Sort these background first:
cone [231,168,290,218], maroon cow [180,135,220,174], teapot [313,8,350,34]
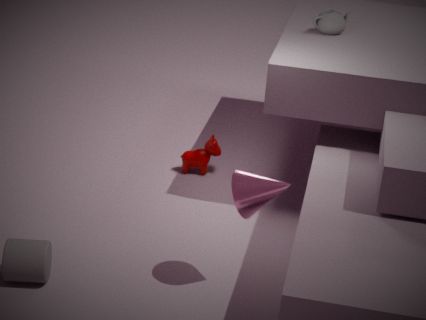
maroon cow [180,135,220,174] → teapot [313,8,350,34] → cone [231,168,290,218]
